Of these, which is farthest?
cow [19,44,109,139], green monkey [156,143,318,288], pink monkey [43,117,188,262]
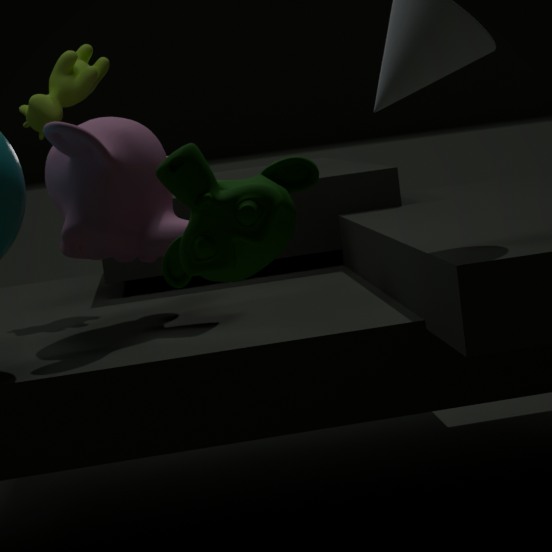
cow [19,44,109,139]
